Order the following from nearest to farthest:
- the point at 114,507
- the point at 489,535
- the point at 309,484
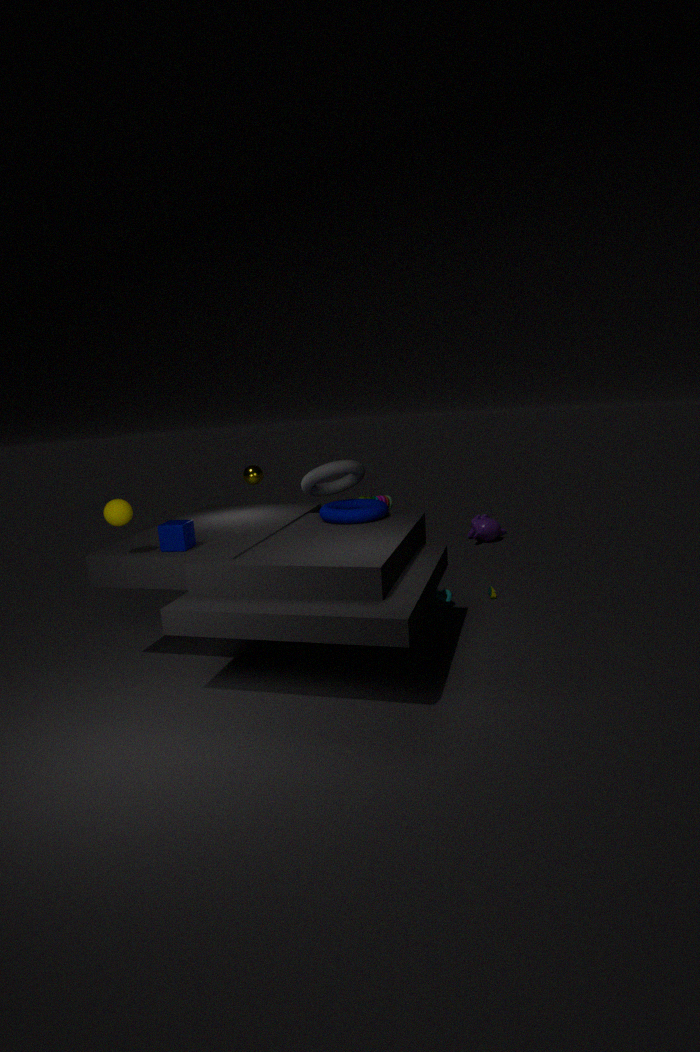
the point at 114,507, the point at 309,484, the point at 489,535
